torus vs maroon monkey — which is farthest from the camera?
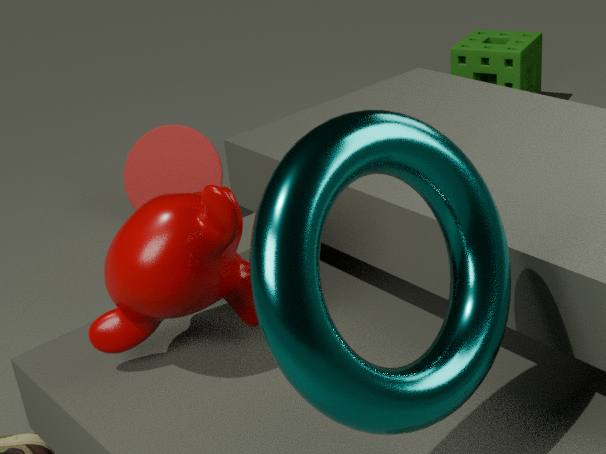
maroon monkey
